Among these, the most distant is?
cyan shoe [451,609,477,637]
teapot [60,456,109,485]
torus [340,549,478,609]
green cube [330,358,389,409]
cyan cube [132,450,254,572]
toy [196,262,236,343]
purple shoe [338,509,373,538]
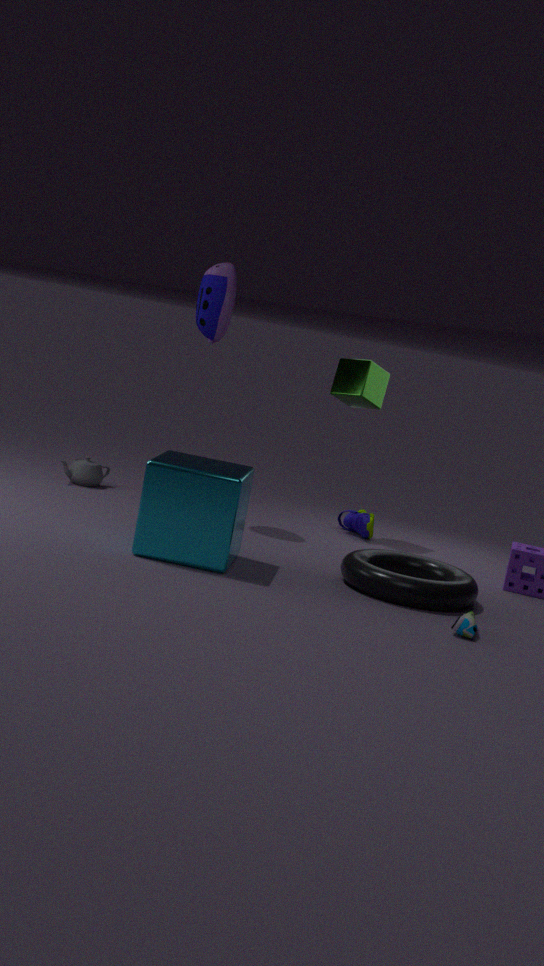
teapot [60,456,109,485]
